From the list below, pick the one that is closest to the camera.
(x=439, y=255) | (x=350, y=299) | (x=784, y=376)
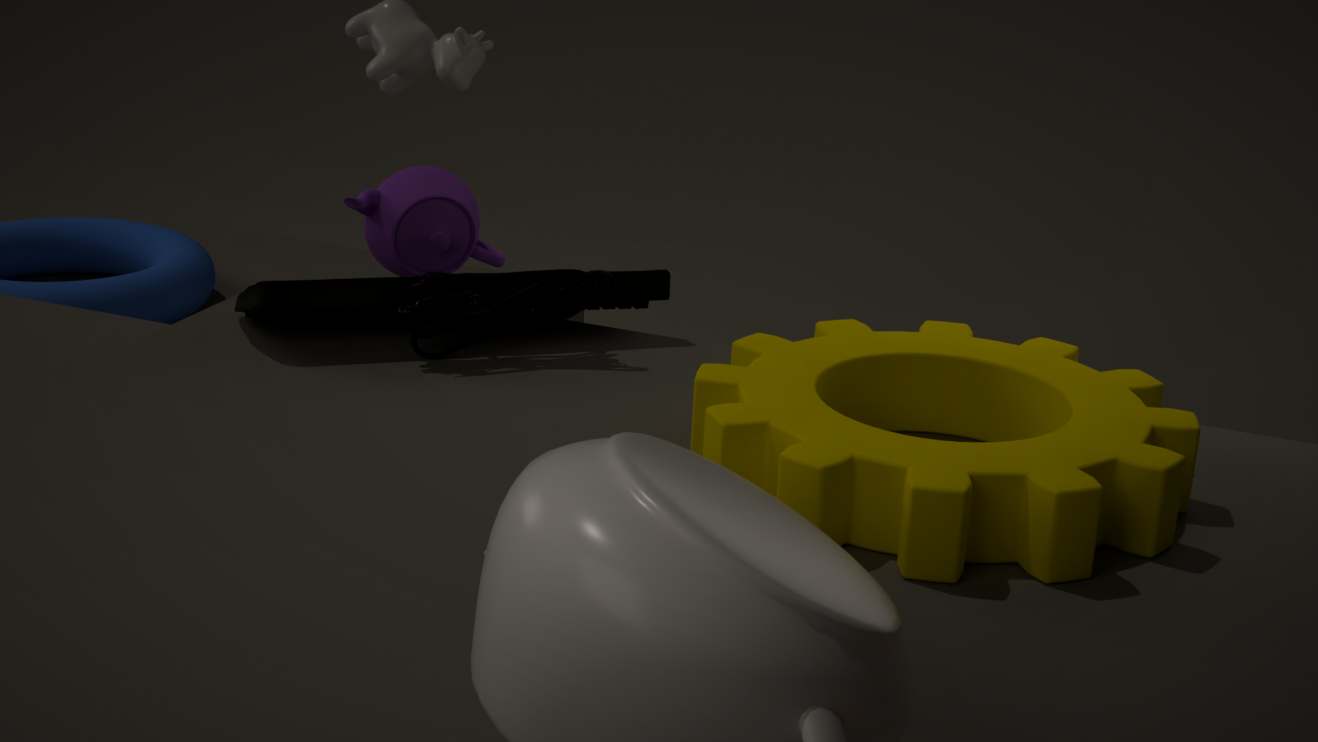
(x=784, y=376)
